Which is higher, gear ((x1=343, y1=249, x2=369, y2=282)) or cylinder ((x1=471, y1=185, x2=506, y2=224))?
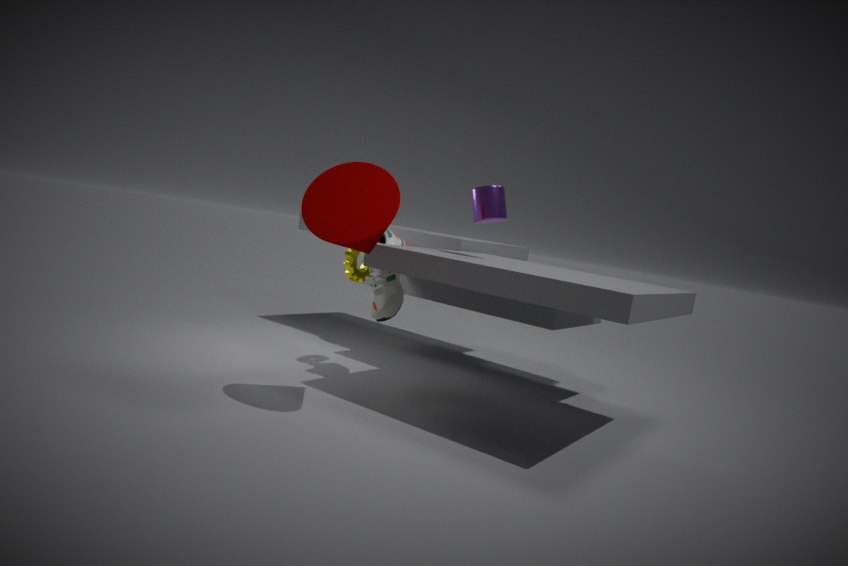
cylinder ((x1=471, y1=185, x2=506, y2=224))
